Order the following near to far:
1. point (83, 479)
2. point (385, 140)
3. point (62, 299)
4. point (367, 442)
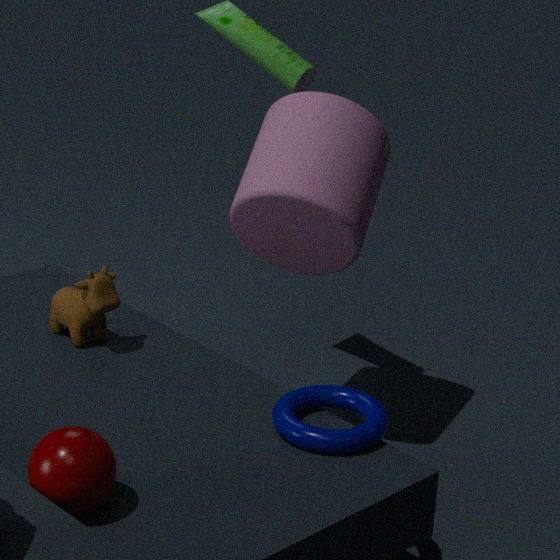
point (83, 479) < point (367, 442) < point (62, 299) < point (385, 140)
